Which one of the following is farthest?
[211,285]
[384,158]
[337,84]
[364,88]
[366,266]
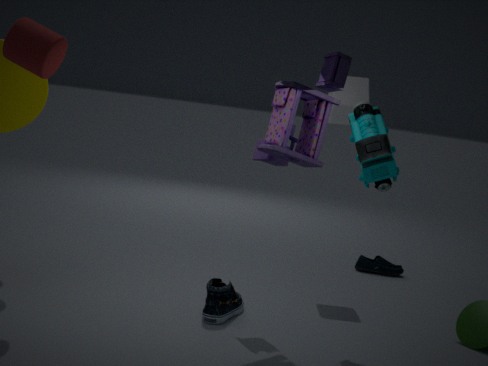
[366,266]
